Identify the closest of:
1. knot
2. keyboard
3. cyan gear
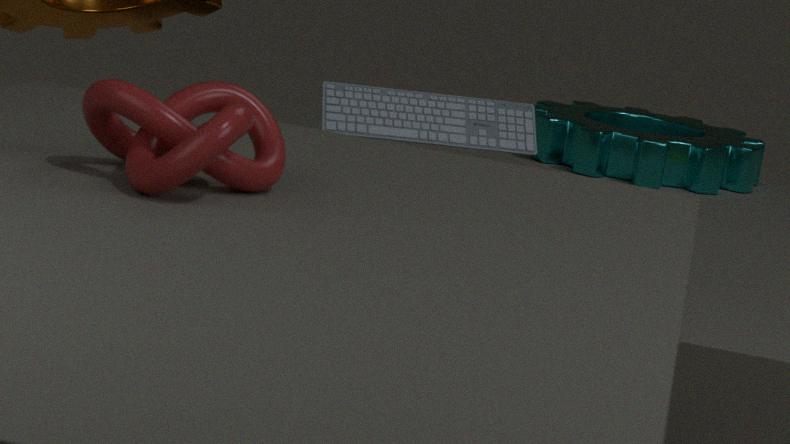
knot
